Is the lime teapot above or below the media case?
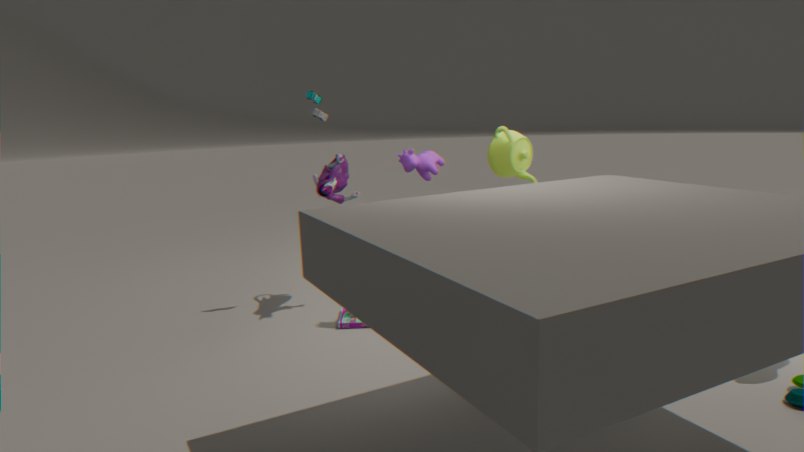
above
